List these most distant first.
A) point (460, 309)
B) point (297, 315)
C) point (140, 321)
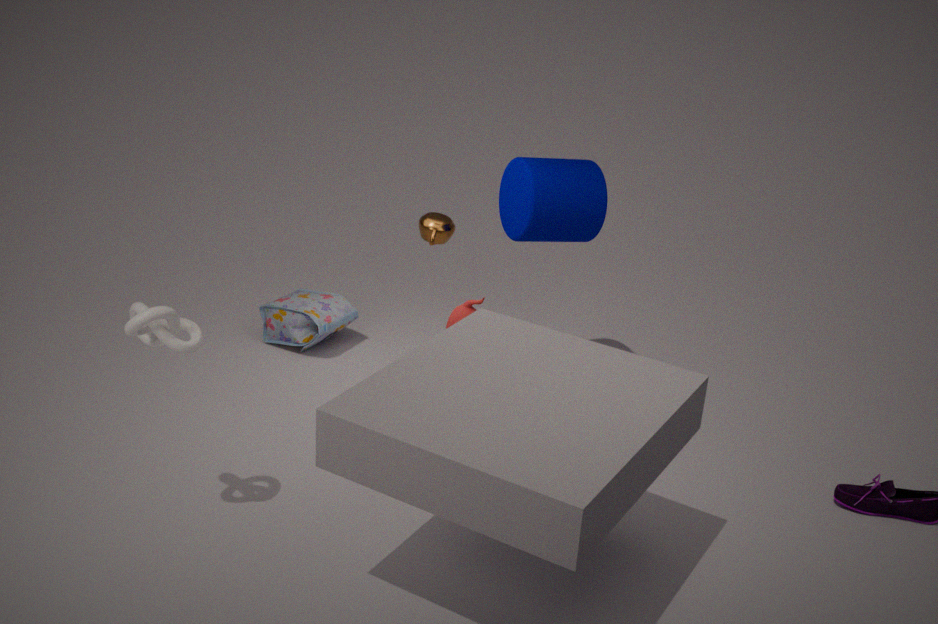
point (297, 315) → point (460, 309) → point (140, 321)
